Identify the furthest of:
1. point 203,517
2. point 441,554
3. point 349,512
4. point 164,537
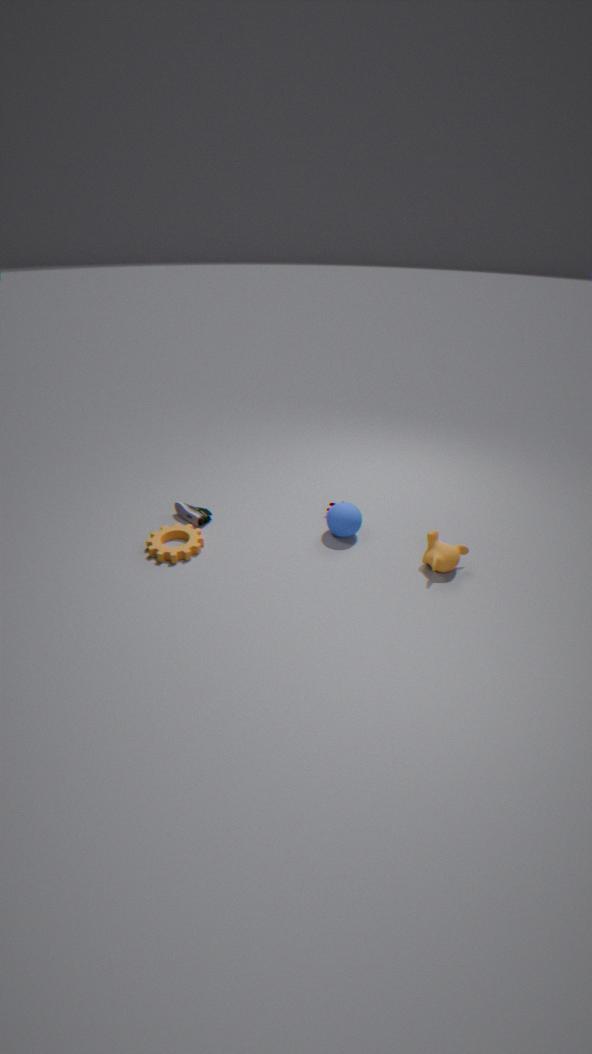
point 203,517
